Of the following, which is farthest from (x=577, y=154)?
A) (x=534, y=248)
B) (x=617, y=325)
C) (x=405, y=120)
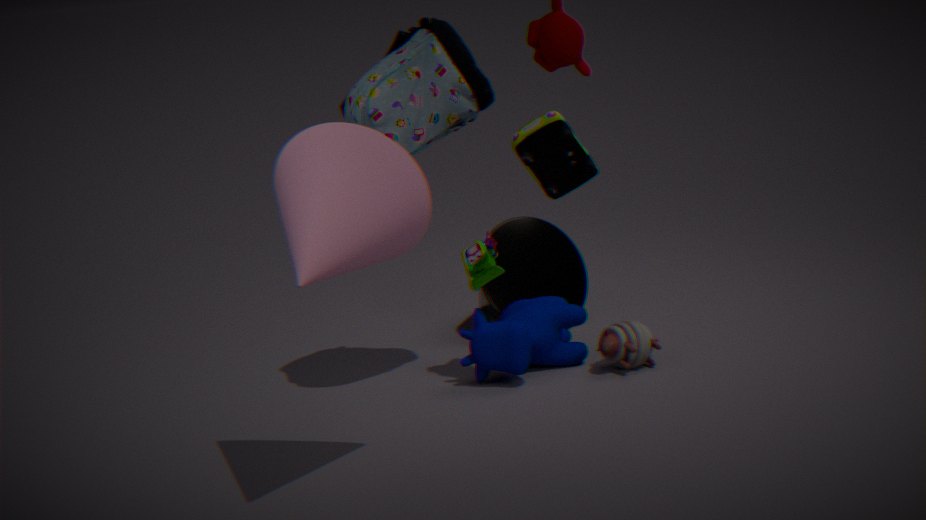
(x=534, y=248)
